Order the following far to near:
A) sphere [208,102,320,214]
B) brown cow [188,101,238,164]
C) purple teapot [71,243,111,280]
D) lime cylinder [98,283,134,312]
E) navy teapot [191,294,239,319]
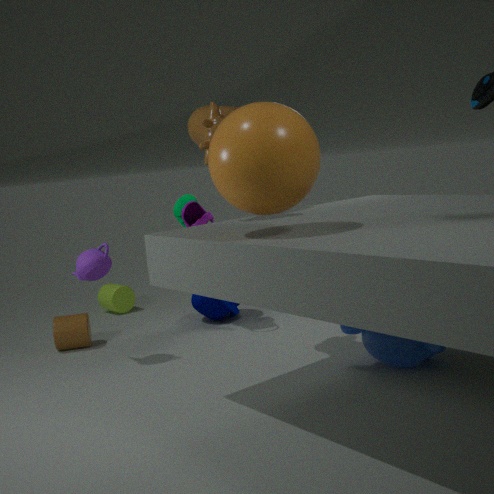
lime cylinder [98,283,134,312] → navy teapot [191,294,239,319] → purple teapot [71,243,111,280] → brown cow [188,101,238,164] → sphere [208,102,320,214]
